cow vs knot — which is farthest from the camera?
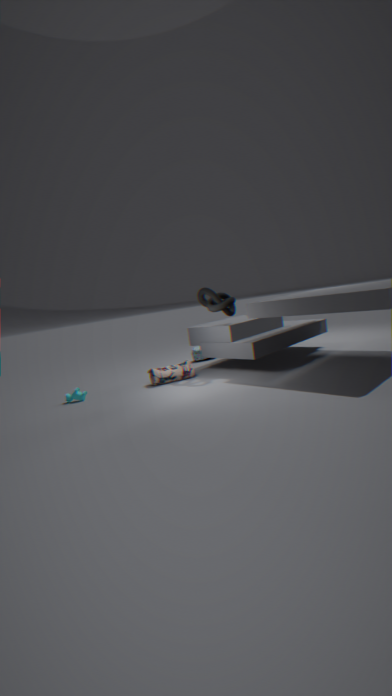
cow
